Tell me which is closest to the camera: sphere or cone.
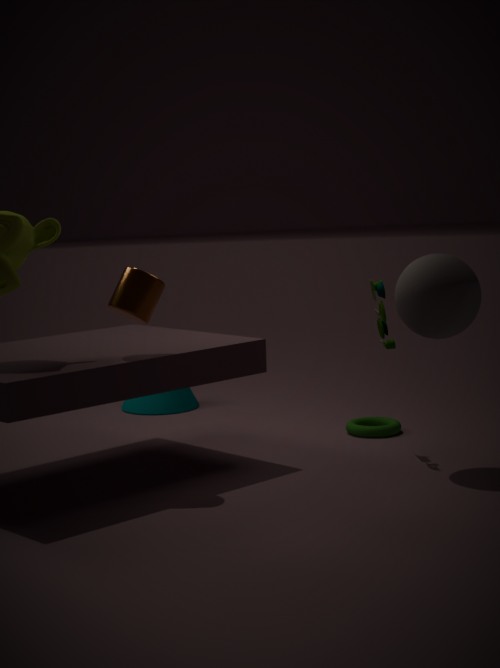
sphere
